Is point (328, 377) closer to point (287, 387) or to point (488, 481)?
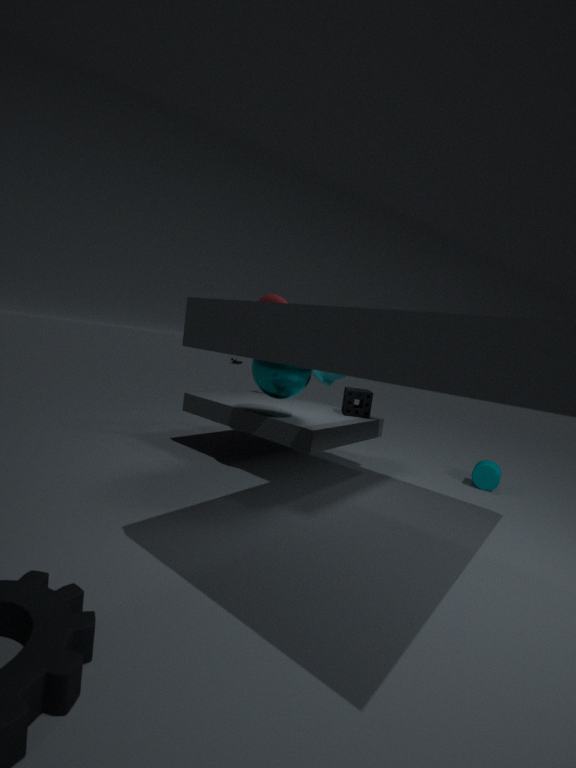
point (287, 387)
